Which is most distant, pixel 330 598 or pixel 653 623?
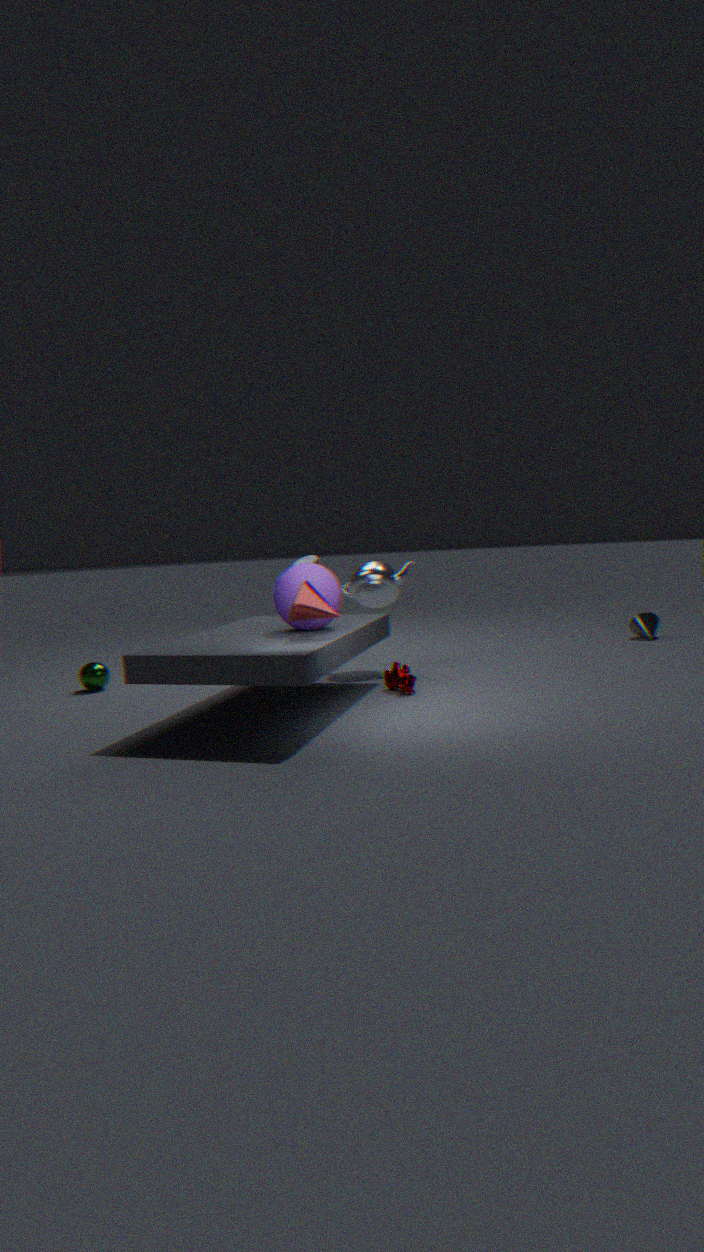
pixel 653 623
